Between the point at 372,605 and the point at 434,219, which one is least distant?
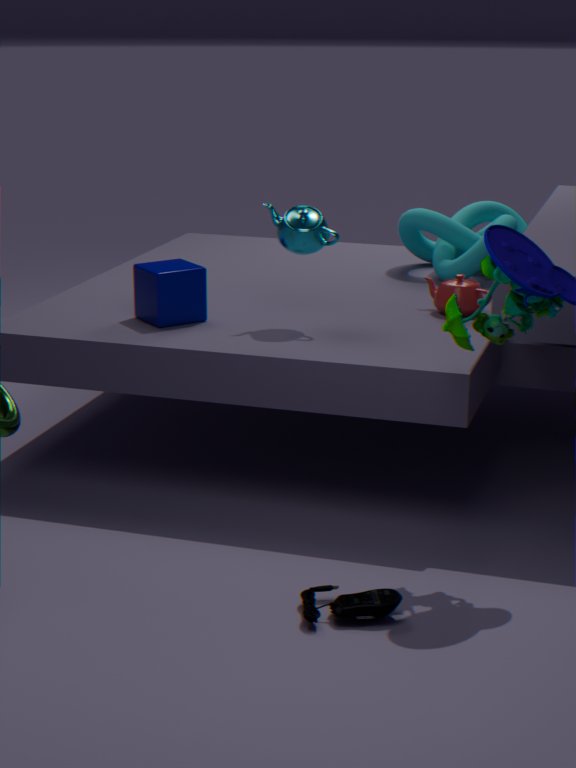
the point at 372,605
